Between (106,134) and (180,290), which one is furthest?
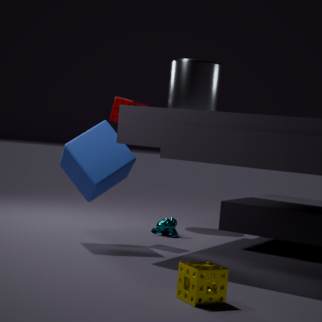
(106,134)
